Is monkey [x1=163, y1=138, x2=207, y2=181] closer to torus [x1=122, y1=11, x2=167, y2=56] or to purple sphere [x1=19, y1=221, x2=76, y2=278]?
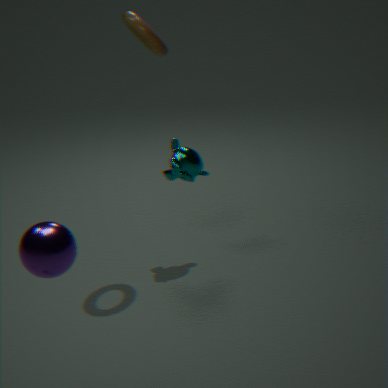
torus [x1=122, y1=11, x2=167, y2=56]
